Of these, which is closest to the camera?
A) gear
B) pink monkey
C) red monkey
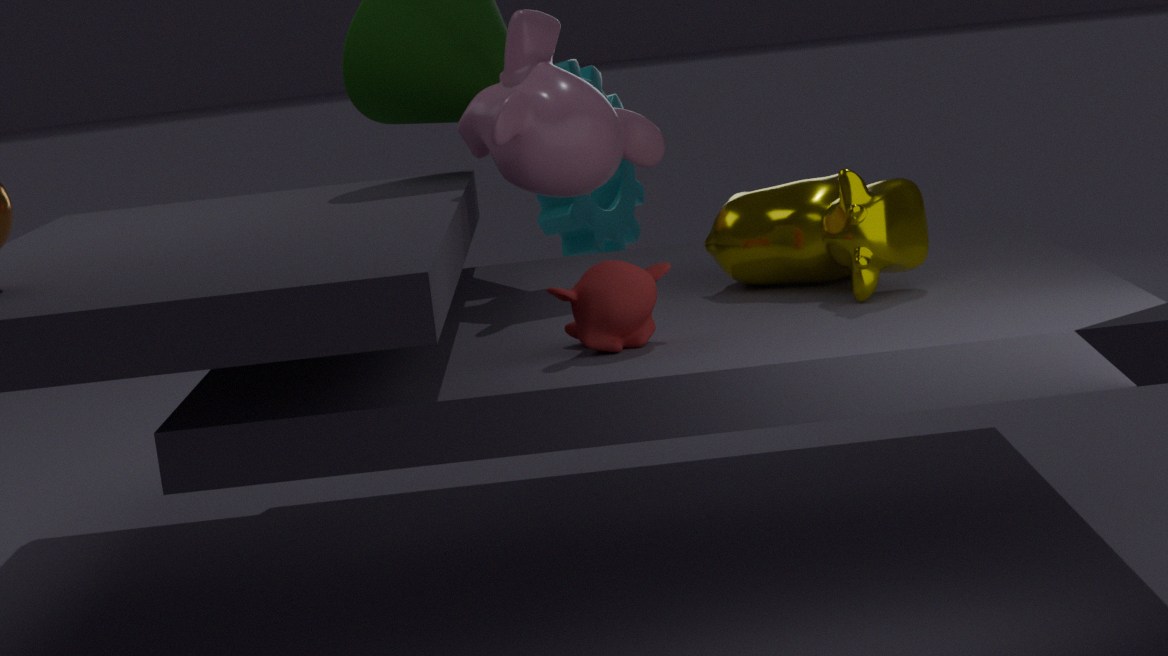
red monkey
